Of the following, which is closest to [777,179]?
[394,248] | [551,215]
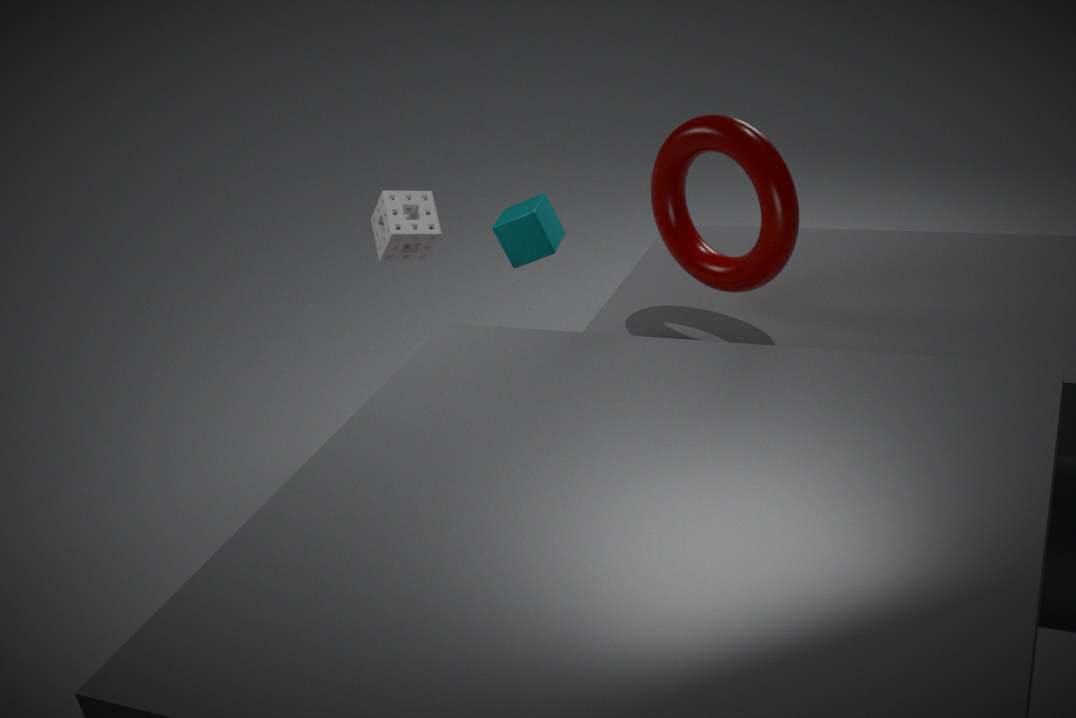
[551,215]
